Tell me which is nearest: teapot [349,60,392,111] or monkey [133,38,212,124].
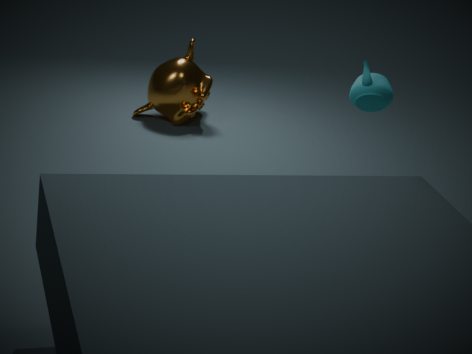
teapot [349,60,392,111]
